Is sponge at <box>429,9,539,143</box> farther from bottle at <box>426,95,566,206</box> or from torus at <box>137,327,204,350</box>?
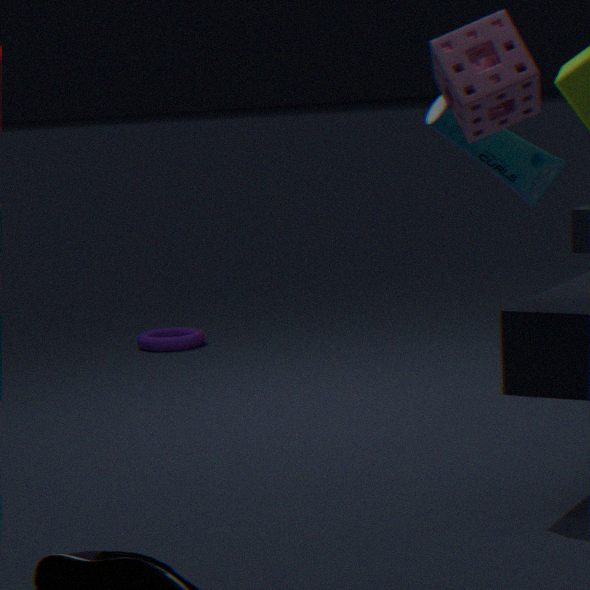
torus at <box>137,327,204,350</box>
